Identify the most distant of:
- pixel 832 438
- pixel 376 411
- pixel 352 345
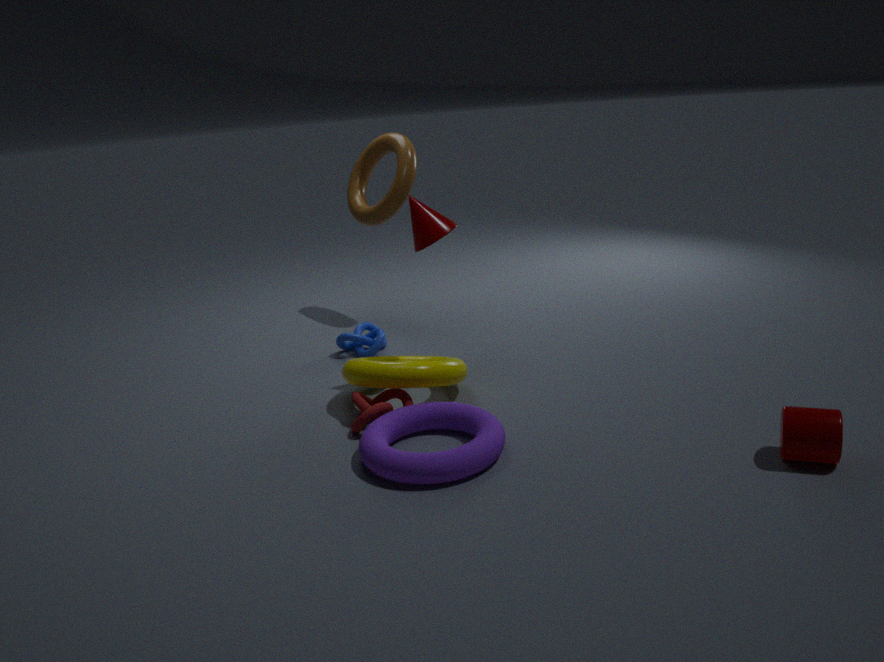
pixel 352 345
